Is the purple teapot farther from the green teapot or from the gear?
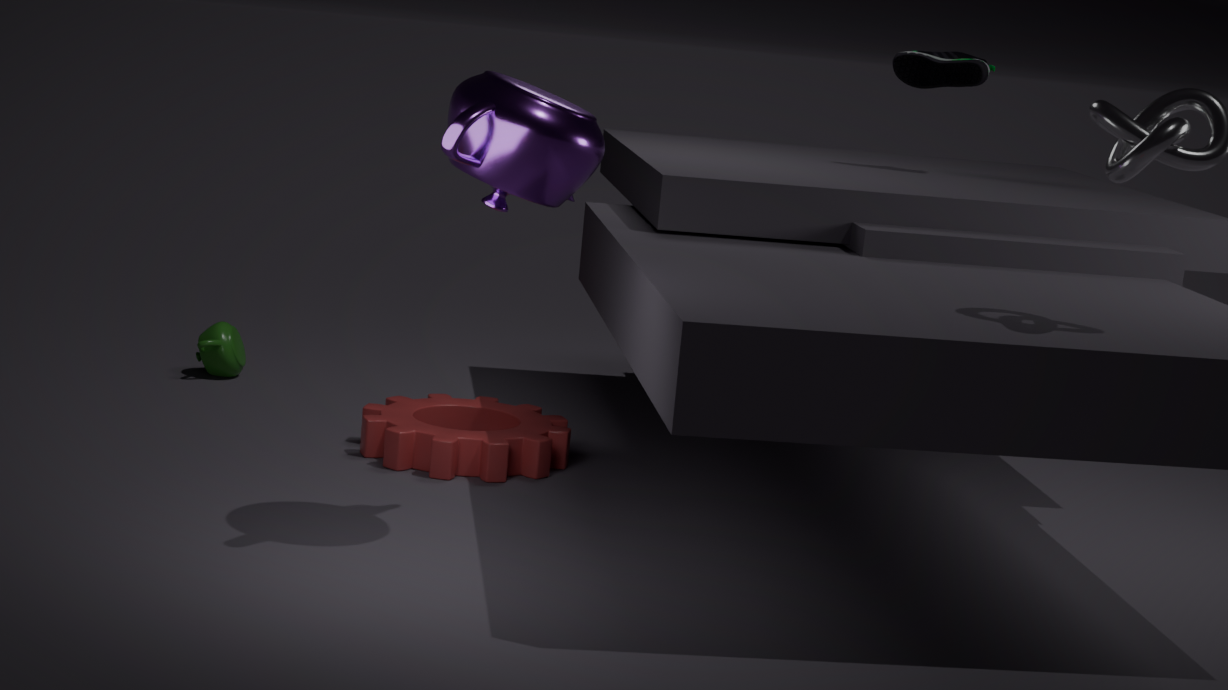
the green teapot
